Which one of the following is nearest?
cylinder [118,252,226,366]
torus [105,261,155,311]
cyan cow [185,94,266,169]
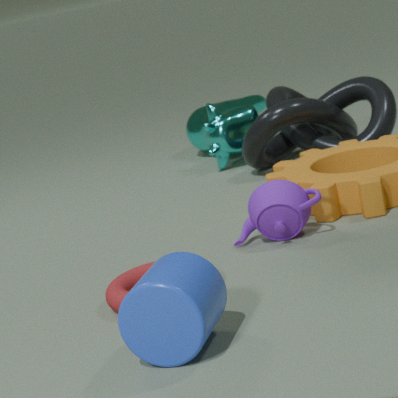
cylinder [118,252,226,366]
